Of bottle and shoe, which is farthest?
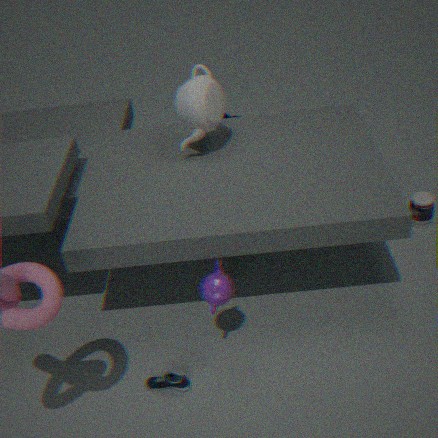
bottle
